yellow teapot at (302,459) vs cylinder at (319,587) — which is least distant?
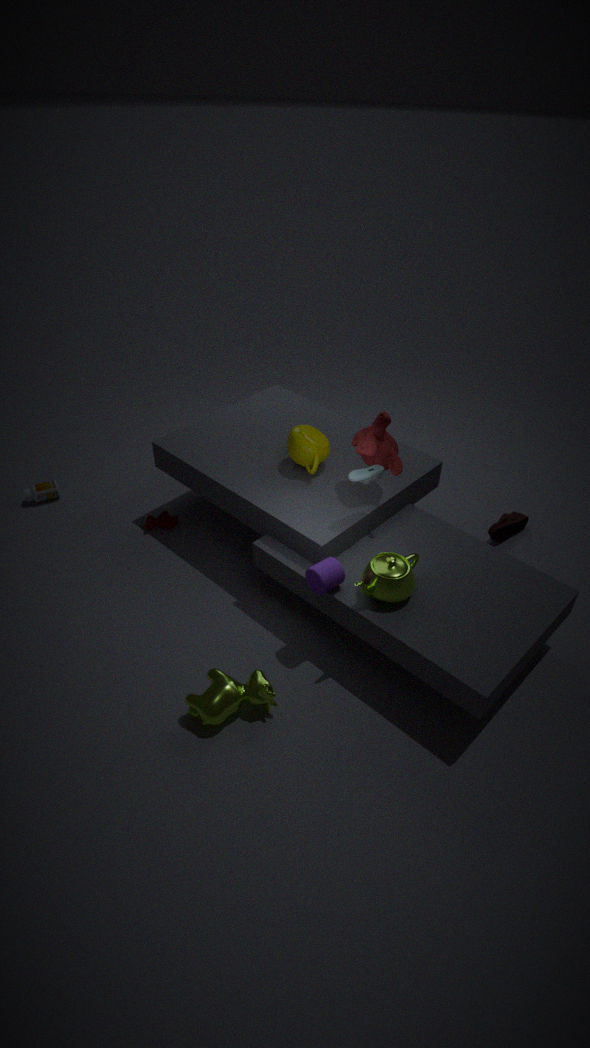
cylinder at (319,587)
